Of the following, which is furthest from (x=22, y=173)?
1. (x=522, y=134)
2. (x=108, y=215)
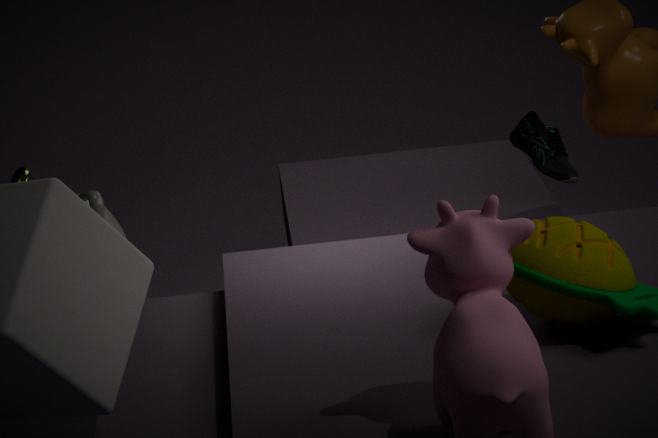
(x=522, y=134)
